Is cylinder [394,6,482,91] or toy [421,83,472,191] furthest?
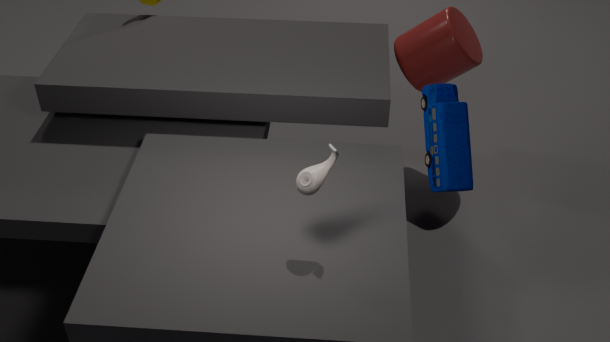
cylinder [394,6,482,91]
